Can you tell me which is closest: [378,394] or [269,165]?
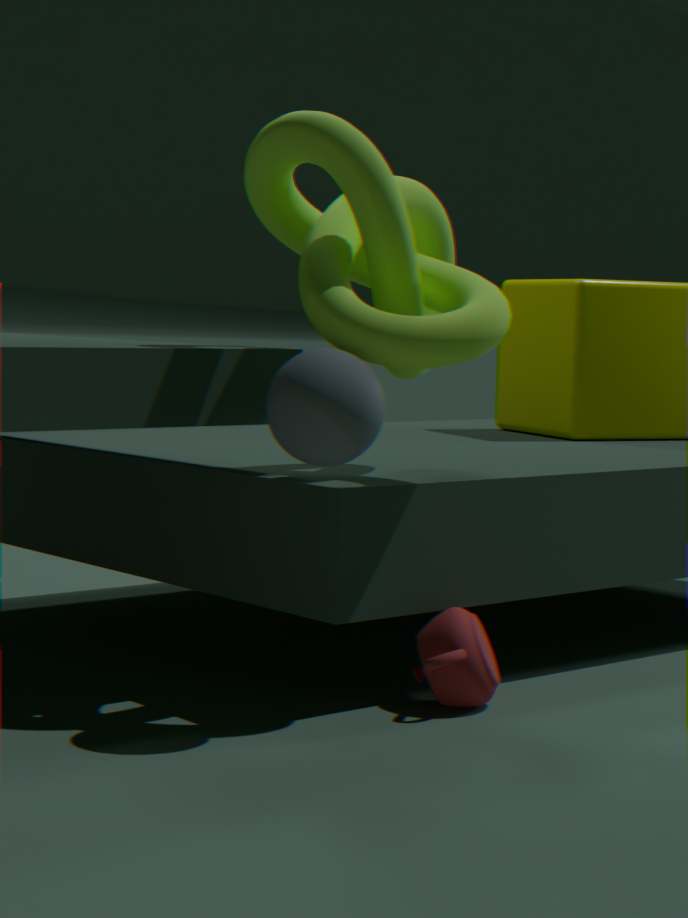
[378,394]
